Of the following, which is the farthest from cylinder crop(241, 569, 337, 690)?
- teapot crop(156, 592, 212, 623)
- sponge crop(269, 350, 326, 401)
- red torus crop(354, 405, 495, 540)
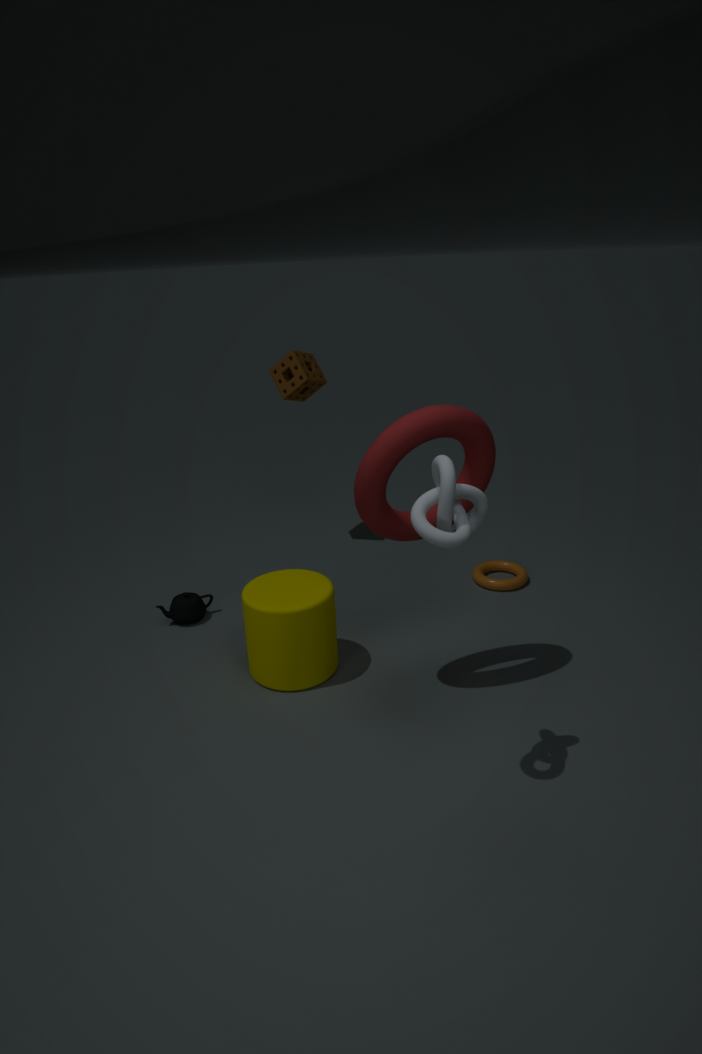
sponge crop(269, 350, 326, 401)
